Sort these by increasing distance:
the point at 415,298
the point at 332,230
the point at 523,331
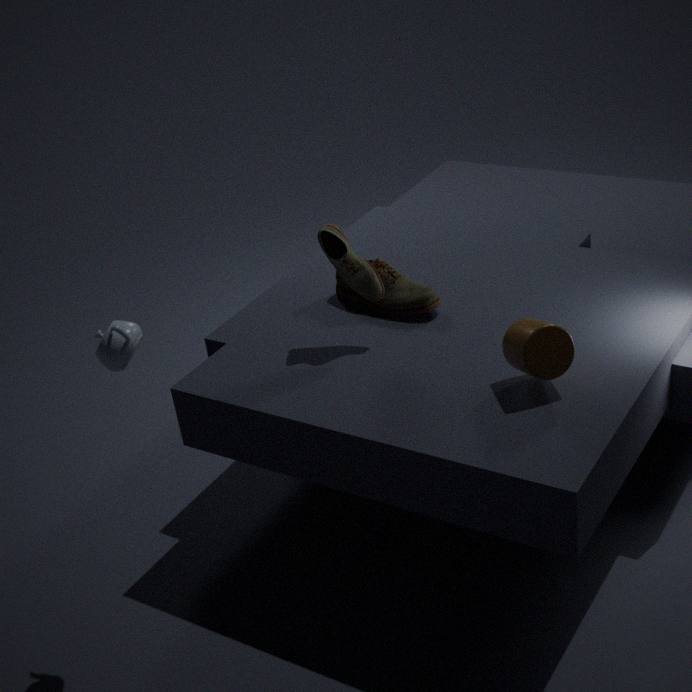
the point at 523,331 → the point at 332,230 → the point at 415,298
